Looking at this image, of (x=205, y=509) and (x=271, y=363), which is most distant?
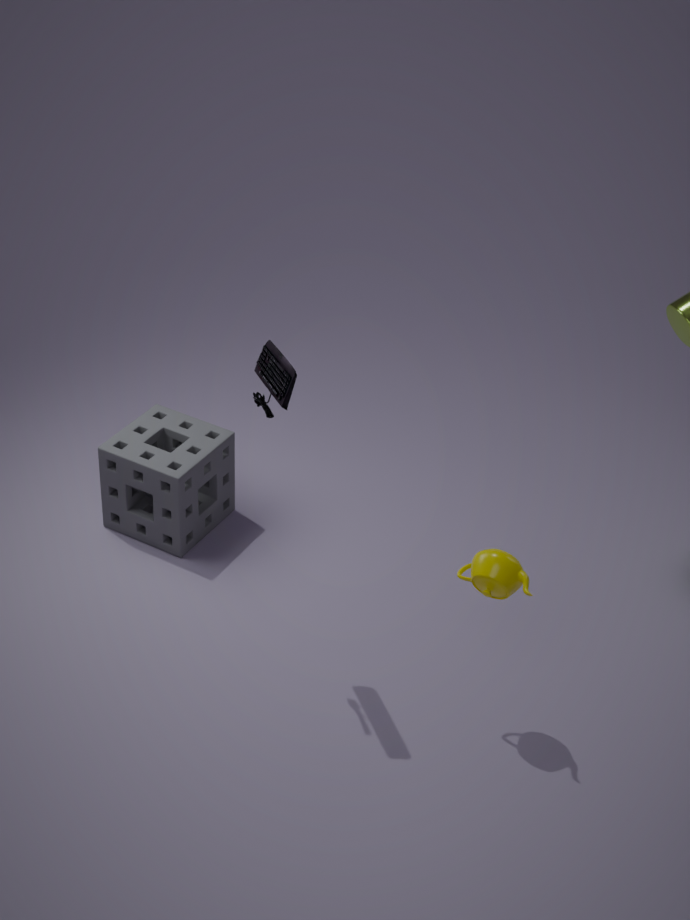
(x=205, y=509)
